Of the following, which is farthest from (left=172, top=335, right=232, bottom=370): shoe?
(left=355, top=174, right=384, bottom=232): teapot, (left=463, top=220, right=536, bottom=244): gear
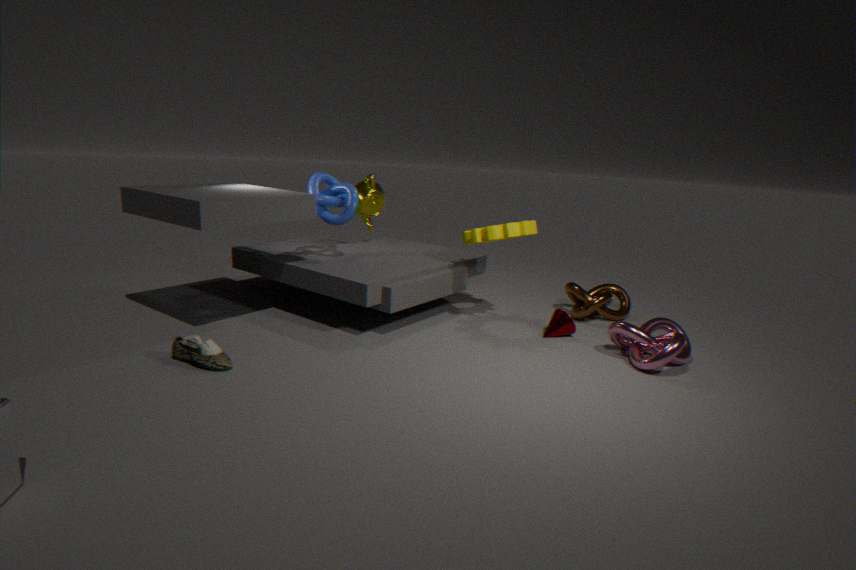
(left=355, top=174, right=384, bottom=232): teapot
